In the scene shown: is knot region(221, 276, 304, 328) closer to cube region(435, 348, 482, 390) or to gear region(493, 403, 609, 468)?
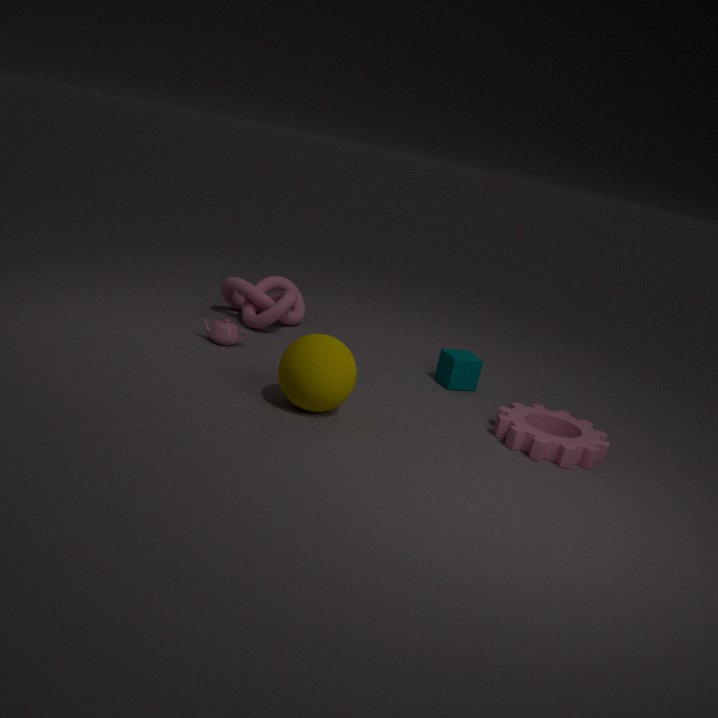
cube region(435, 348, 482, 390)
